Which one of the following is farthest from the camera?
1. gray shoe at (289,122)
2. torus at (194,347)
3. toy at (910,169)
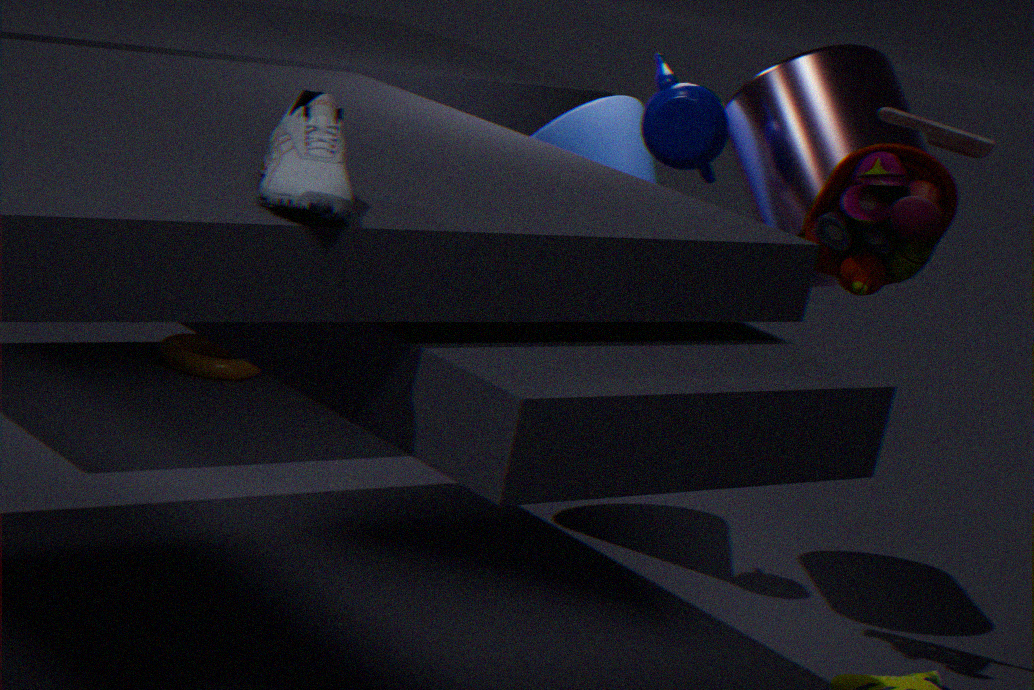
torus at (194,347)
